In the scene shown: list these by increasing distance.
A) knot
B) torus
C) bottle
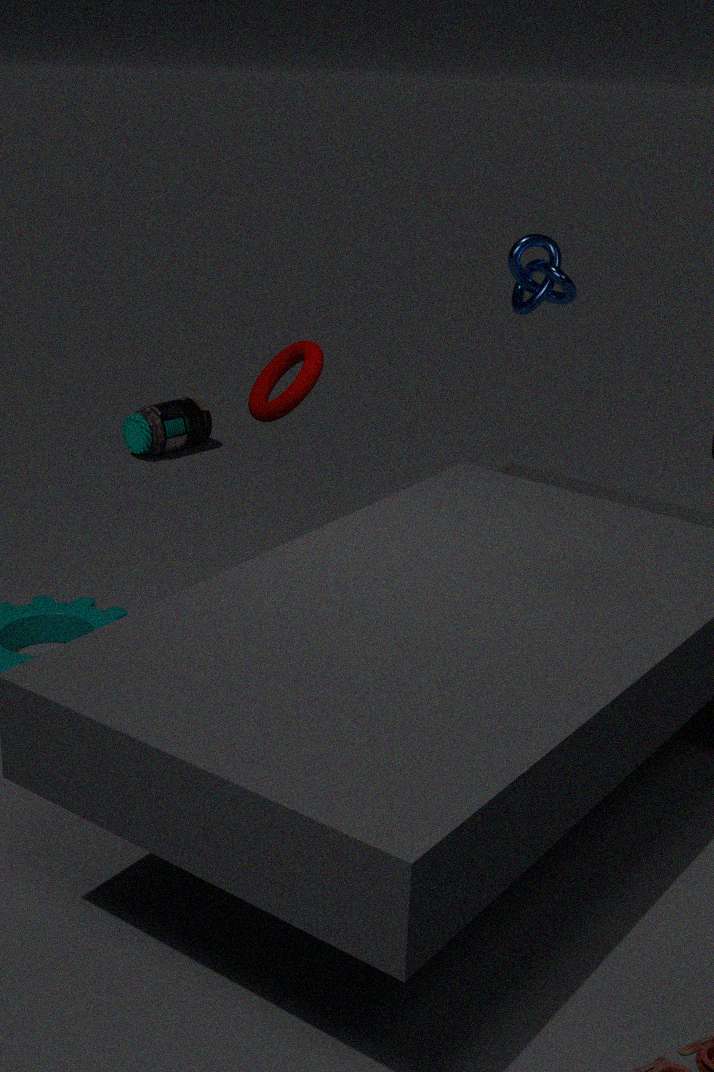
torus < knot < bottle
